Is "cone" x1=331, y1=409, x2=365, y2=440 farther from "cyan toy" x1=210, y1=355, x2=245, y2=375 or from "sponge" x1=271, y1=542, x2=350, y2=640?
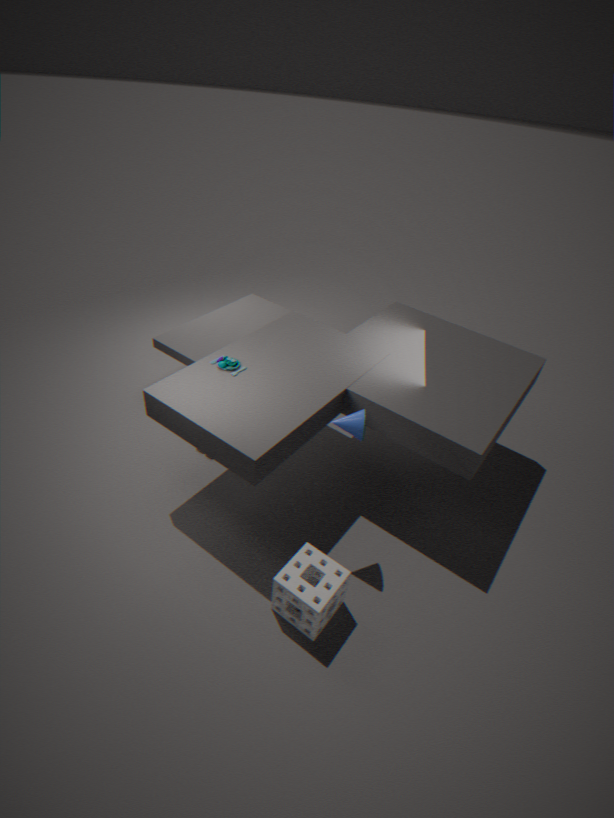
"cyan toy" x1=210, y1=355, x2=245, y2=375
